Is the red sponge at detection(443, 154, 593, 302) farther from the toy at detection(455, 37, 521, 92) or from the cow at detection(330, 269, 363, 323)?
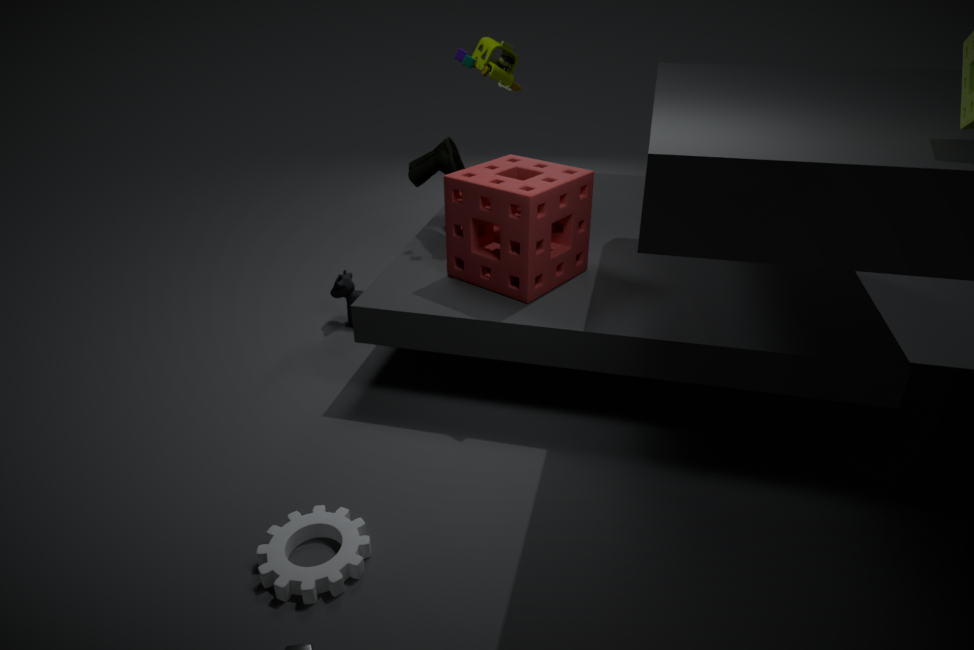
the cow at detection(330, 269, 363, 323)
